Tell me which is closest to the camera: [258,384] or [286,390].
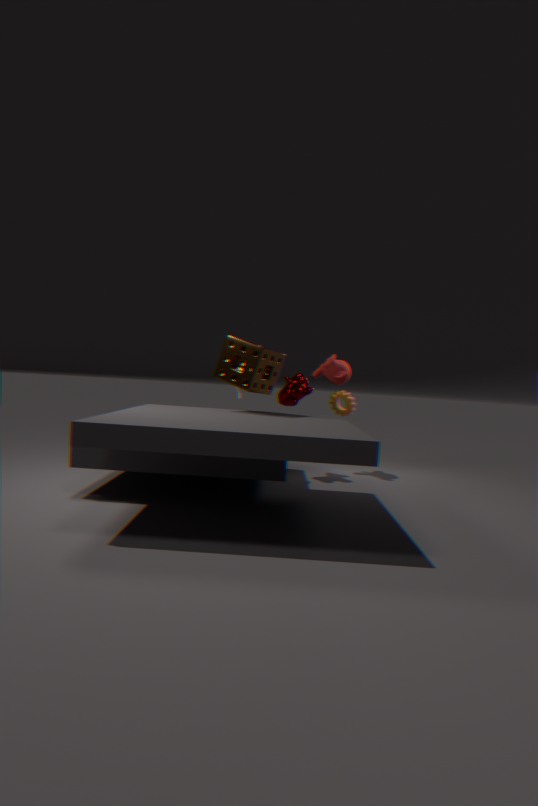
[258,384]
